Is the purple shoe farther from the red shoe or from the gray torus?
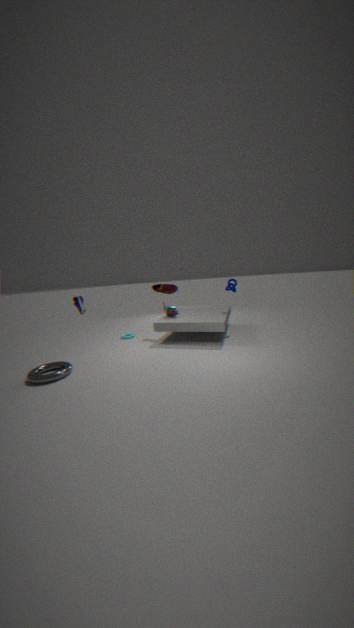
the red shoe
